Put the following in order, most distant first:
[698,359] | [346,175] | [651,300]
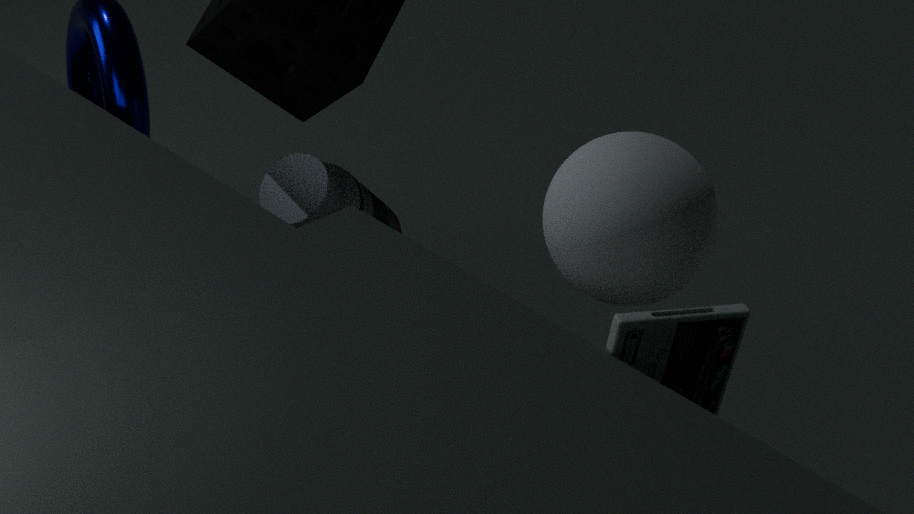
[346,175], [651,300], [698,359]
